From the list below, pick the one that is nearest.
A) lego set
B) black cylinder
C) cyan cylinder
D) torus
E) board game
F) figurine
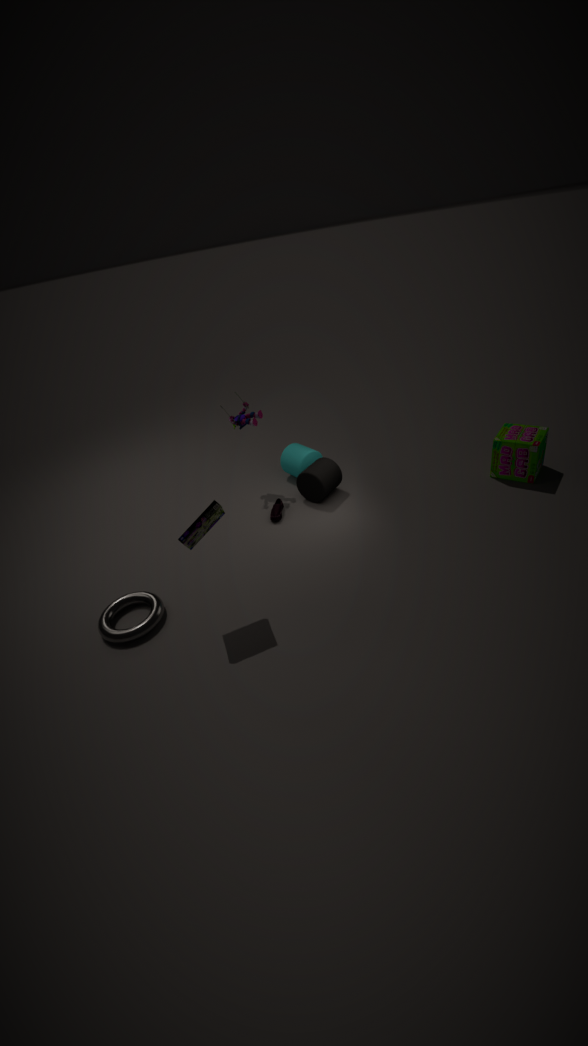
lego set
